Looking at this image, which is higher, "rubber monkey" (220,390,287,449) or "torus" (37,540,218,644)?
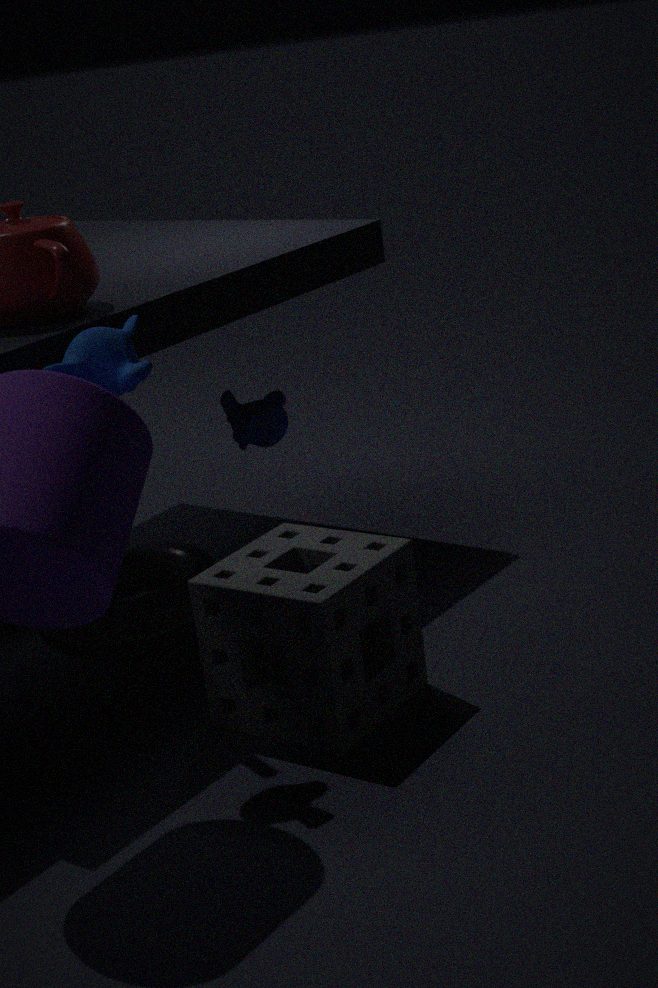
"rubber monkey" (220,390,287,449)
